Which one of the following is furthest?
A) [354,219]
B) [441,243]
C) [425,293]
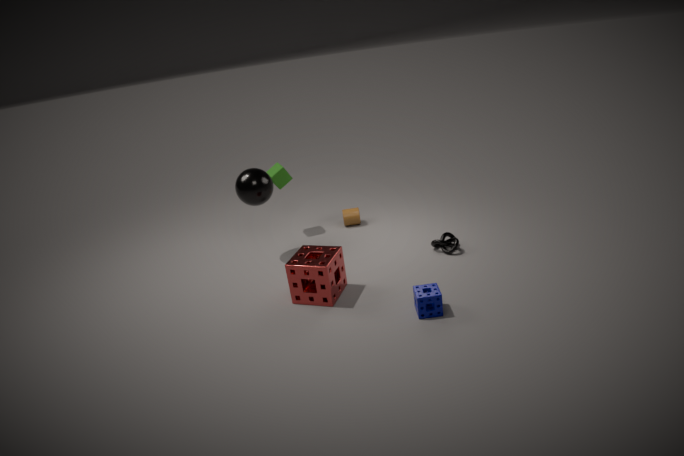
[354,219]
